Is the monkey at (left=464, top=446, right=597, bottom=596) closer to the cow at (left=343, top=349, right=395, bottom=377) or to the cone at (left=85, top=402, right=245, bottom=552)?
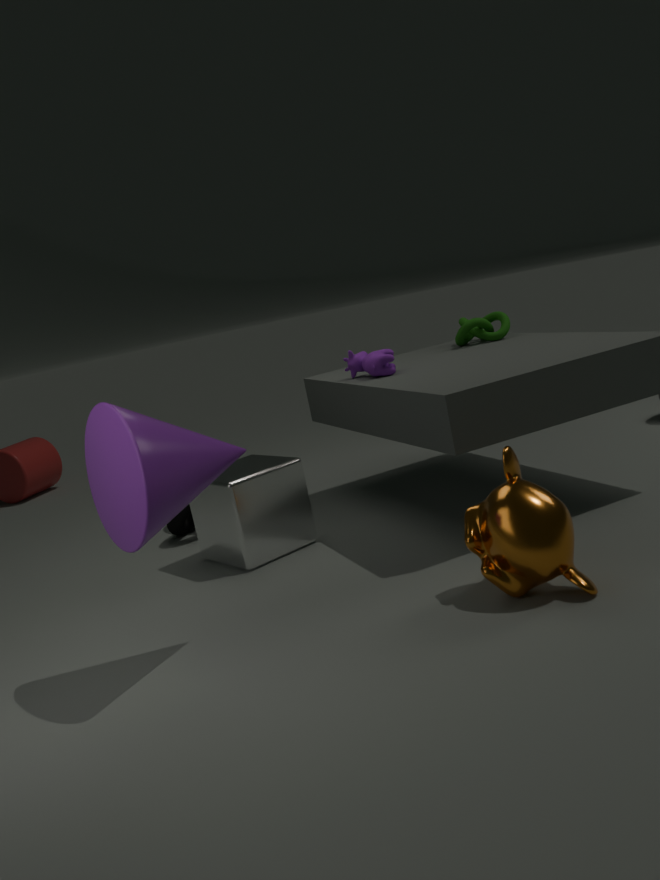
the cone at (left=85, top=402, right=245, bottom=552)
